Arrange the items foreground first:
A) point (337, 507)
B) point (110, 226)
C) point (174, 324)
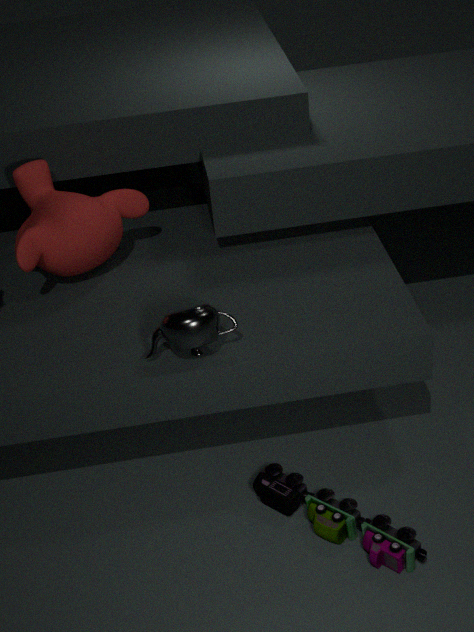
point (174, 324) → point (337, 507) → point (110, 226)
